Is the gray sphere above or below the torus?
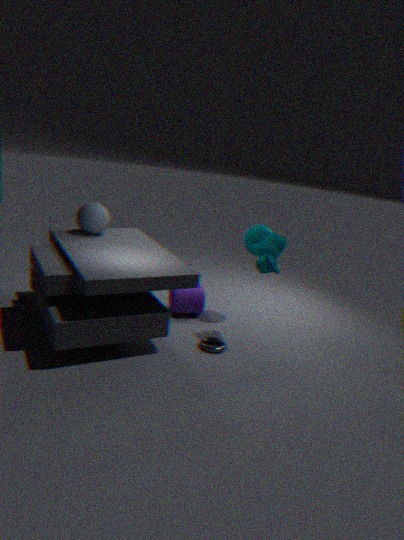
above
